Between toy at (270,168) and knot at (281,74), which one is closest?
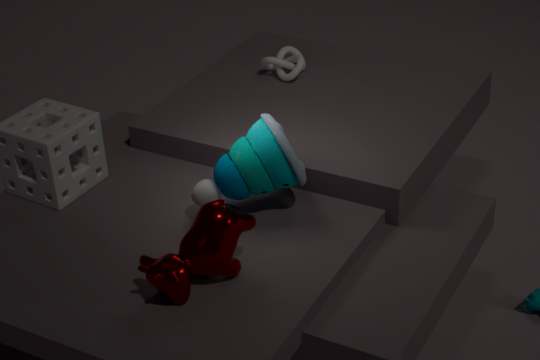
toy at (270,168)
